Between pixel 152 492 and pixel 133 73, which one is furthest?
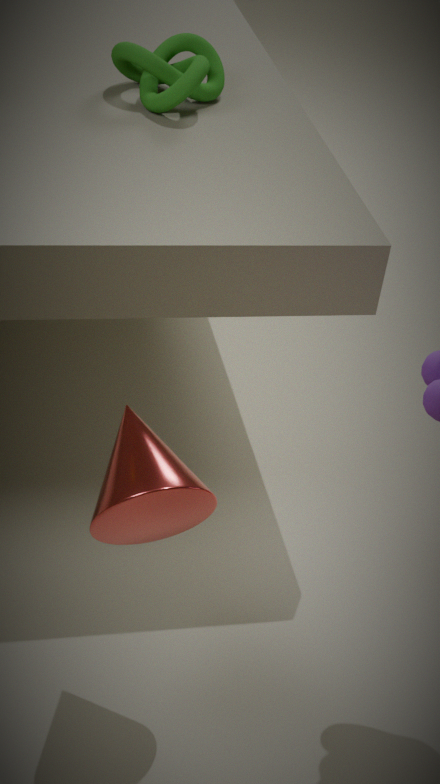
pixel 133 73
